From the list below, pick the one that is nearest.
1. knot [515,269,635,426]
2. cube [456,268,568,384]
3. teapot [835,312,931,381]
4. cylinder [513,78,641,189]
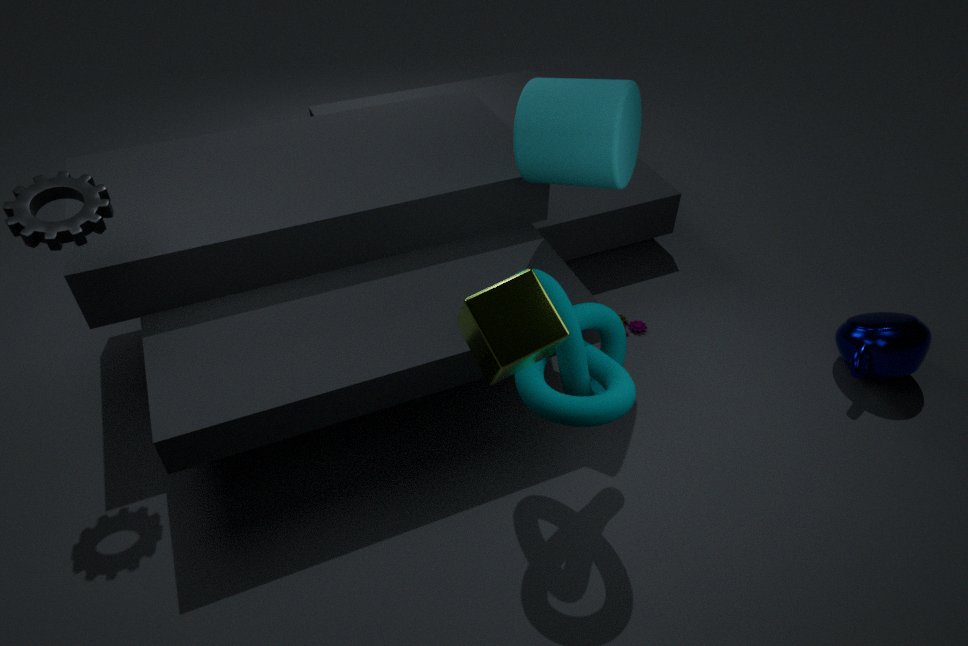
cube [456,268,568,384]
